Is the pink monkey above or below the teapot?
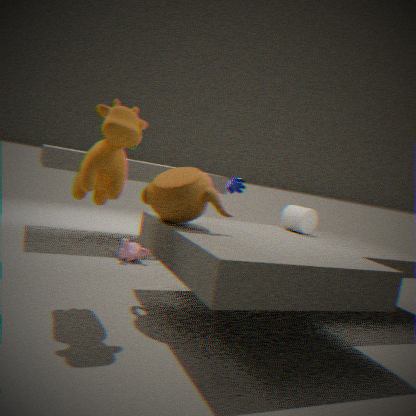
below
